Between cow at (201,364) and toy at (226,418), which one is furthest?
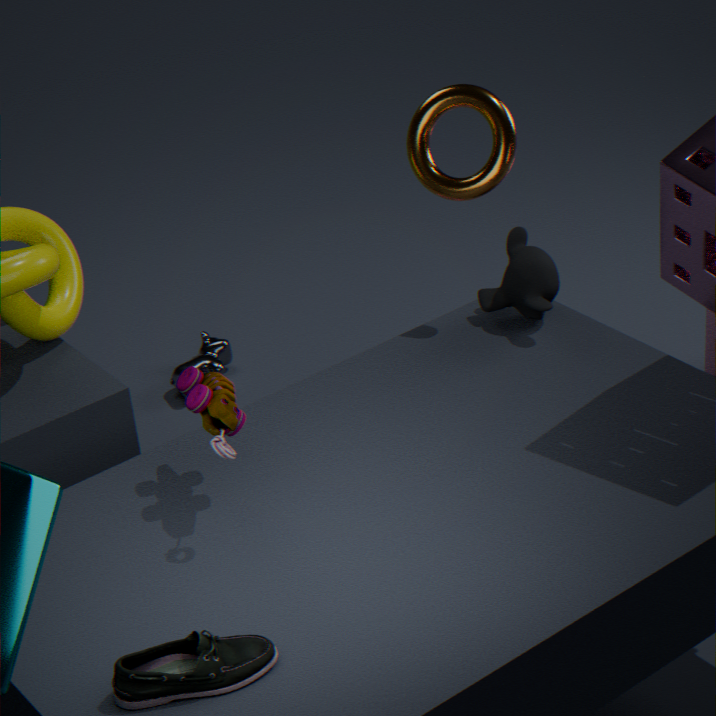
cow at (201,364)
